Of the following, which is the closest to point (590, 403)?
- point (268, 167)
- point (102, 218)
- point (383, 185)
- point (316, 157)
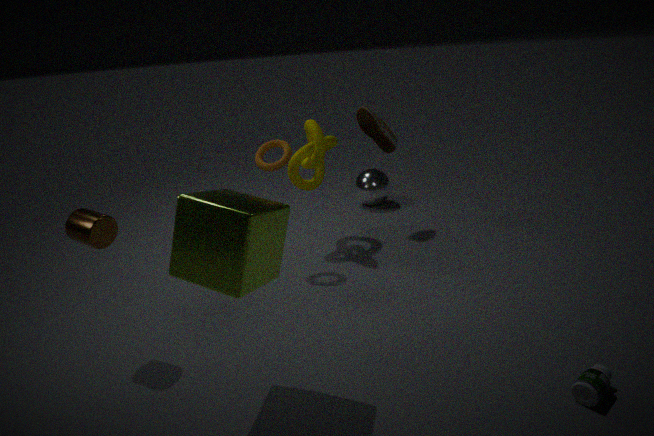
point (268, 167)
